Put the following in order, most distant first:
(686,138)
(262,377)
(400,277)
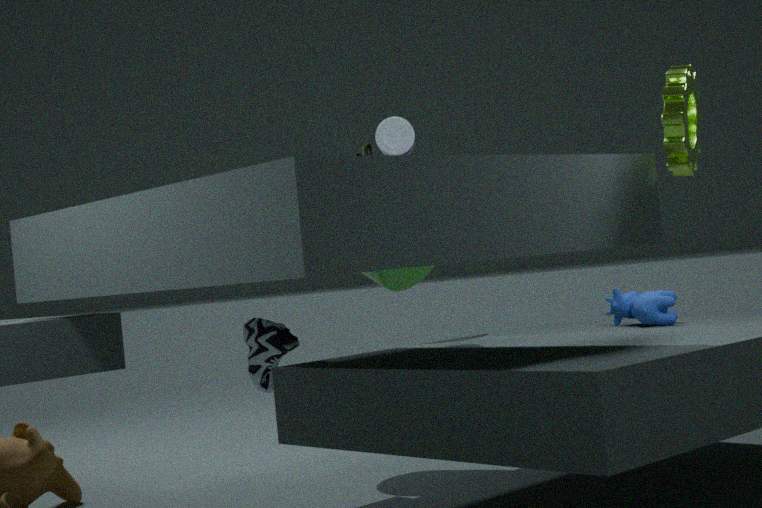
1. (400,277)
2. (262,377)
3. (686,138)
